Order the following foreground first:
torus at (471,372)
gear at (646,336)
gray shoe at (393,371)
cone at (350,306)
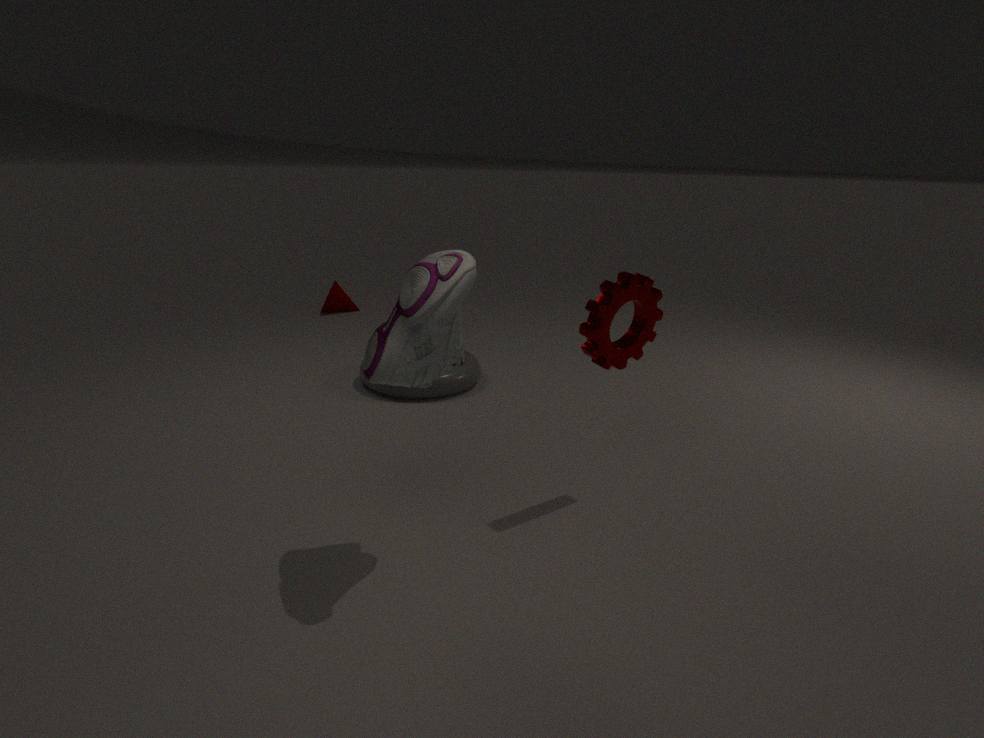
1. gray shoe at (393,371)
2. gear at (646,336)
3. torus at (471,372)
4. cone at (350,306)
